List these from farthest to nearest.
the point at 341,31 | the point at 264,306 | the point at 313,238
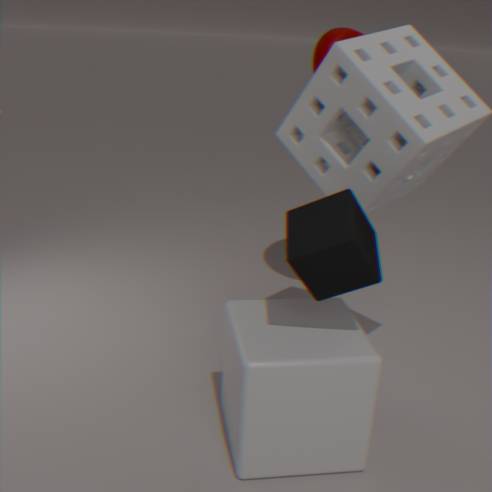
the point at 341,31 → the point at 264,306 → the point at 313,238
